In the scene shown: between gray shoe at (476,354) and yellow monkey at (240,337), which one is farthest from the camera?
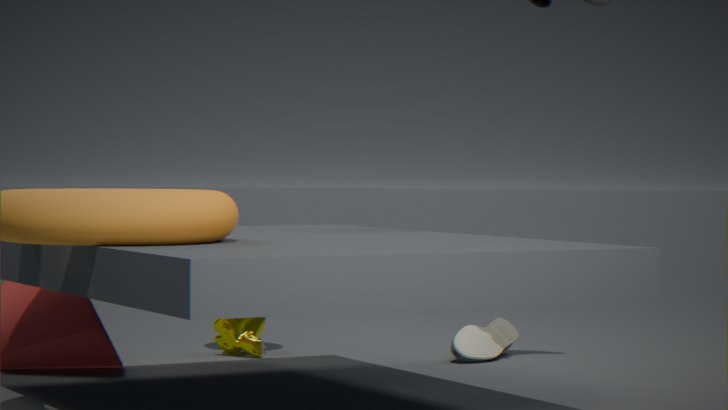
yellow monkey at (240,337)
